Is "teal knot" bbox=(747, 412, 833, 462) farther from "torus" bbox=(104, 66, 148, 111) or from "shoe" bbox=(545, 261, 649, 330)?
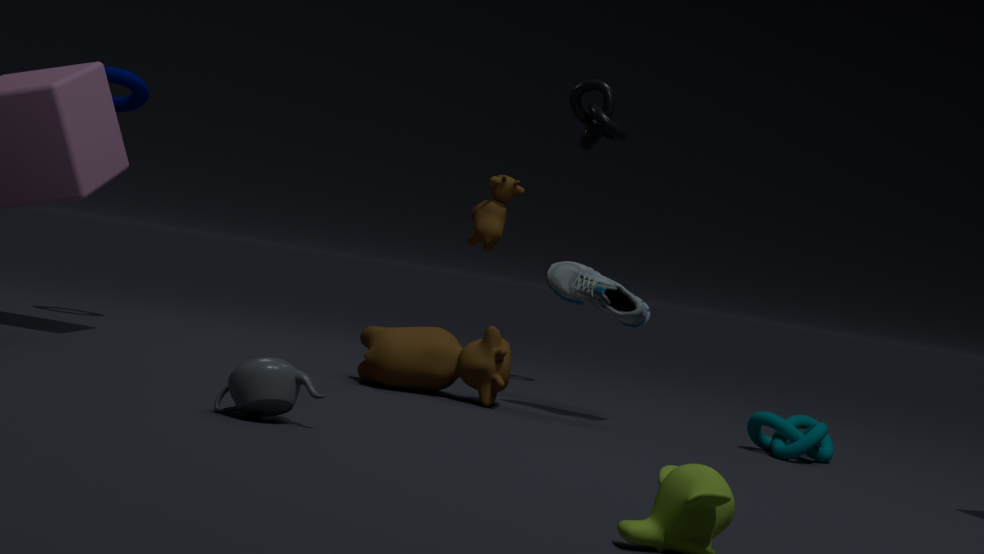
"torus" bbox=(104, 66, 148, 111)
